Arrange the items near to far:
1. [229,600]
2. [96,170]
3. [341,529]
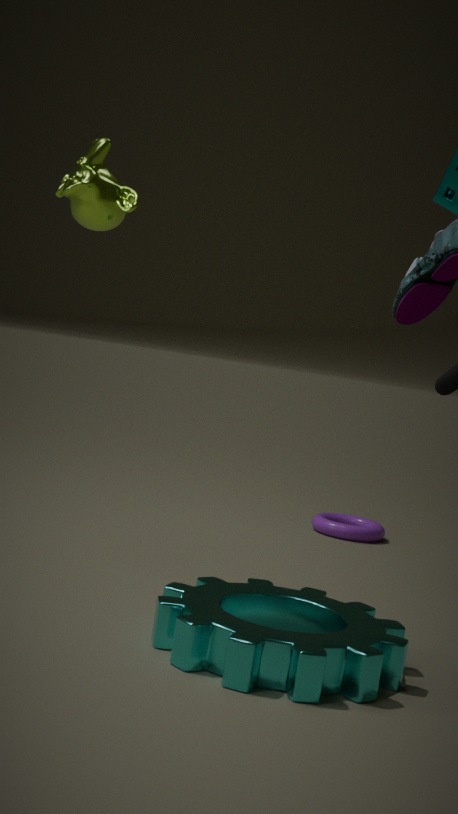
[96,170]
[229,600]
[341,529]
